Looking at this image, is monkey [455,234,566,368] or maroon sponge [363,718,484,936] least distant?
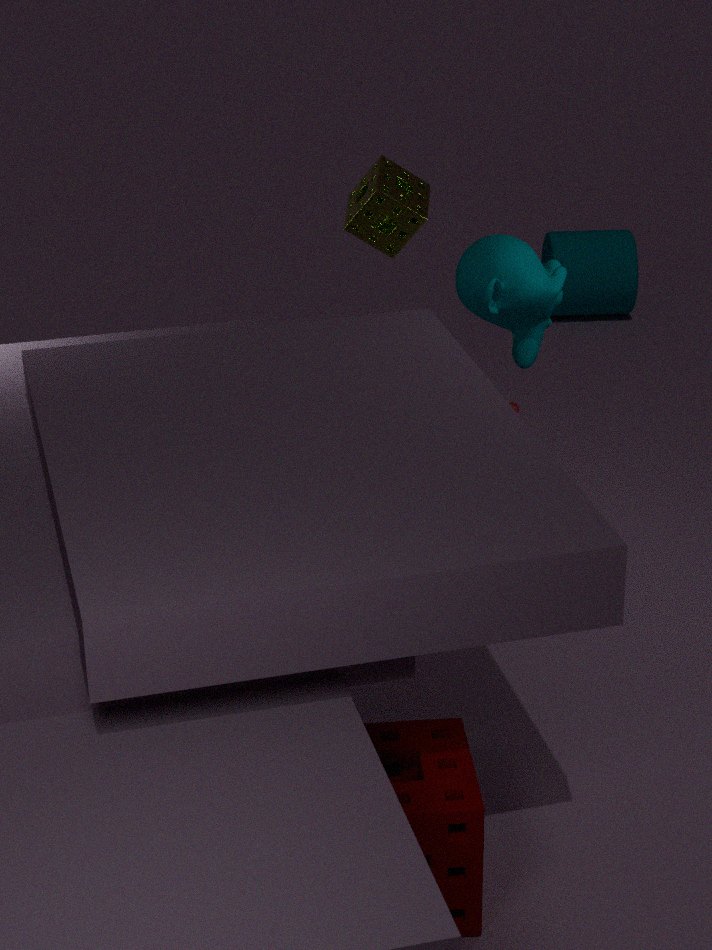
maroon sponge [363,718,484,936]
